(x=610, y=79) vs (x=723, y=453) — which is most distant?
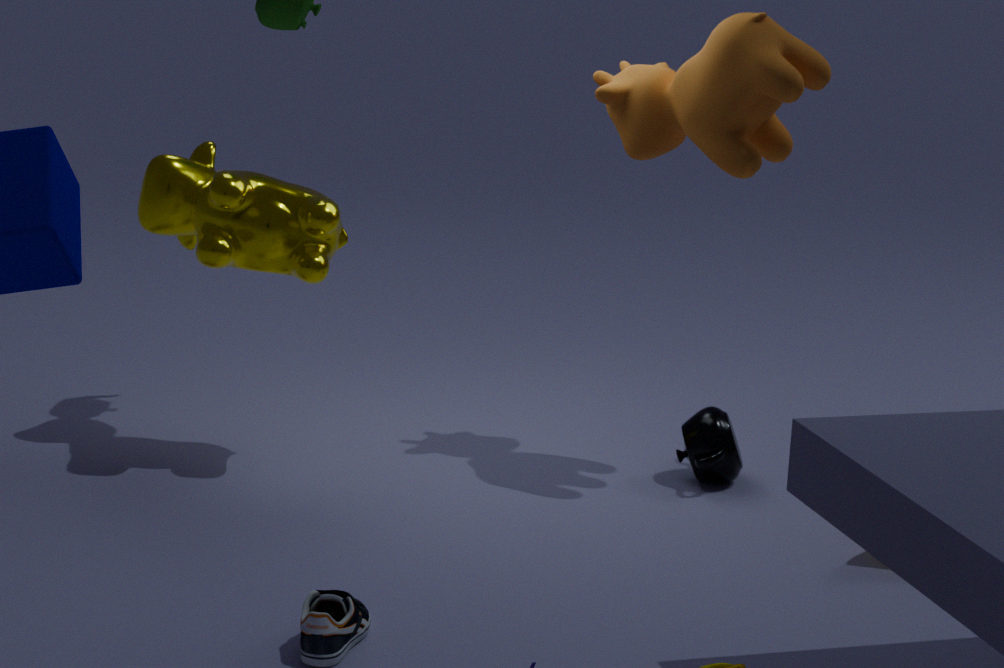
(x=610, y=79)
